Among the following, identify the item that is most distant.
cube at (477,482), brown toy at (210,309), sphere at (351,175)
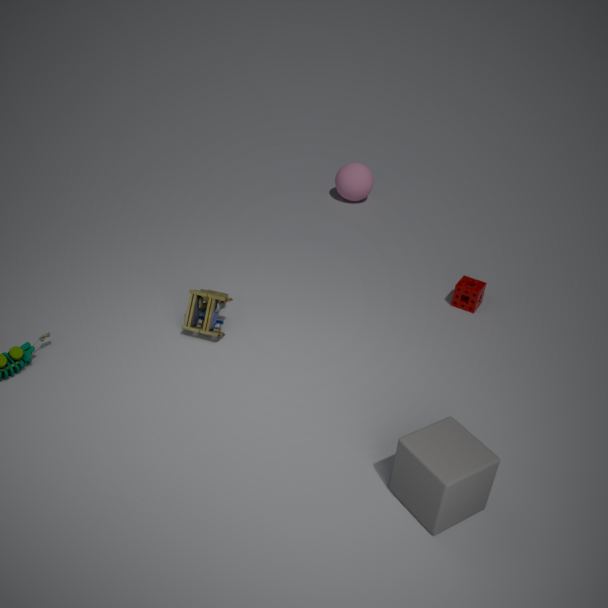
sphere at (351,175)
